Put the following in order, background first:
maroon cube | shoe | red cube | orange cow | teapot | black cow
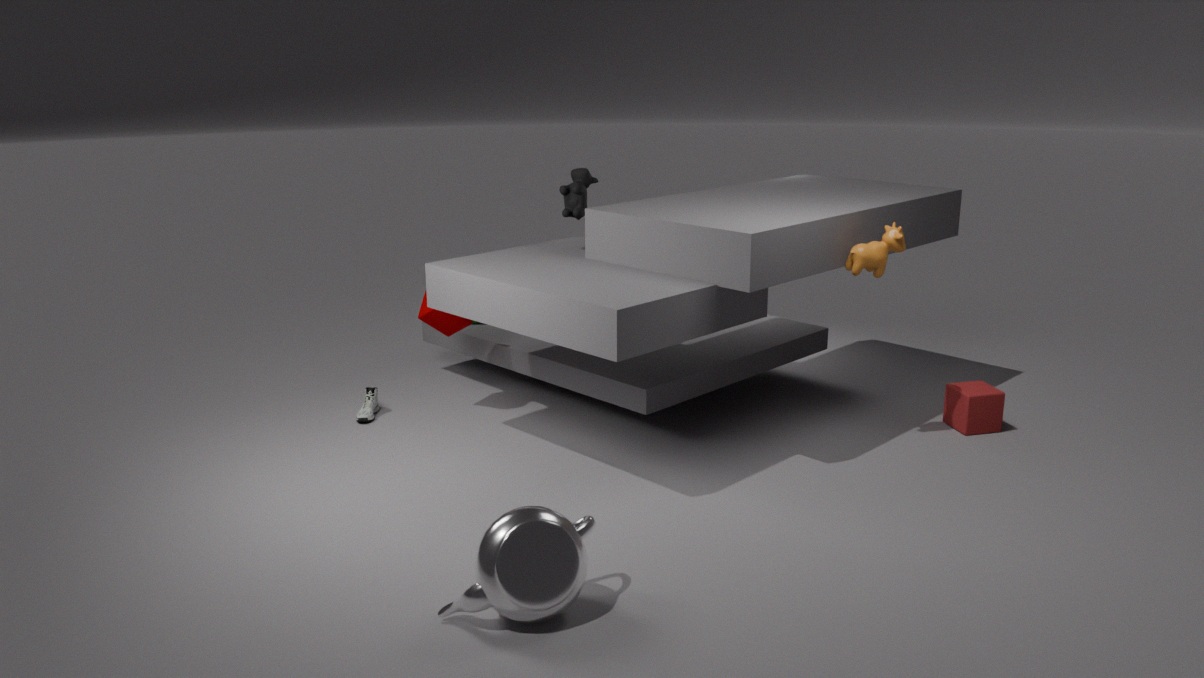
shoe, maroon cube, black cow, red cube, orange cow, teapot
